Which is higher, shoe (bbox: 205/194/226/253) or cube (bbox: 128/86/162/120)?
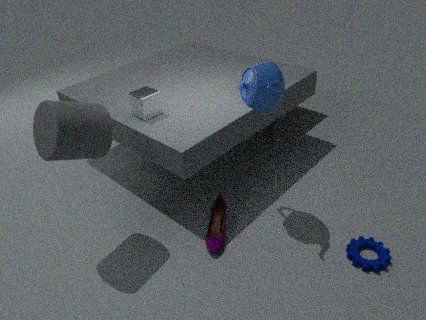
cube (bbox: 128/86/162/120)
